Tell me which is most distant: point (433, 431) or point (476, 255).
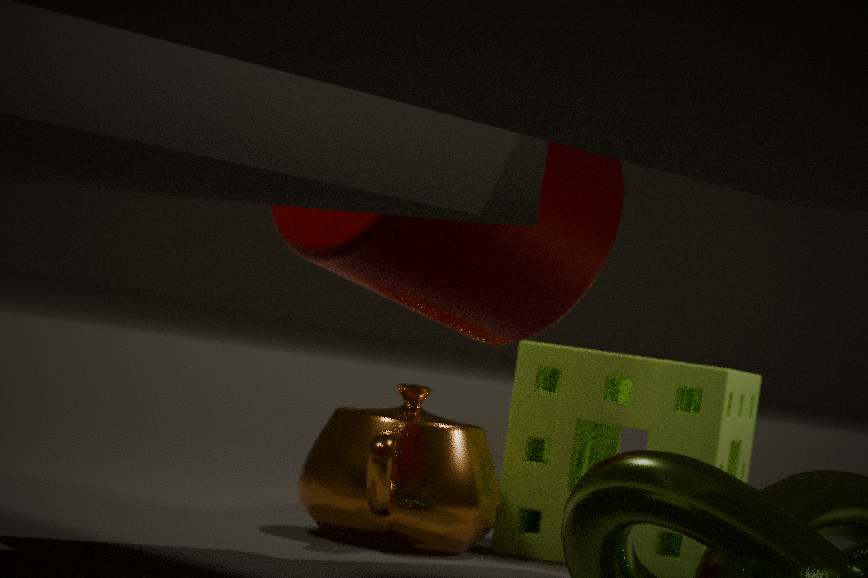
point (433, 431)
